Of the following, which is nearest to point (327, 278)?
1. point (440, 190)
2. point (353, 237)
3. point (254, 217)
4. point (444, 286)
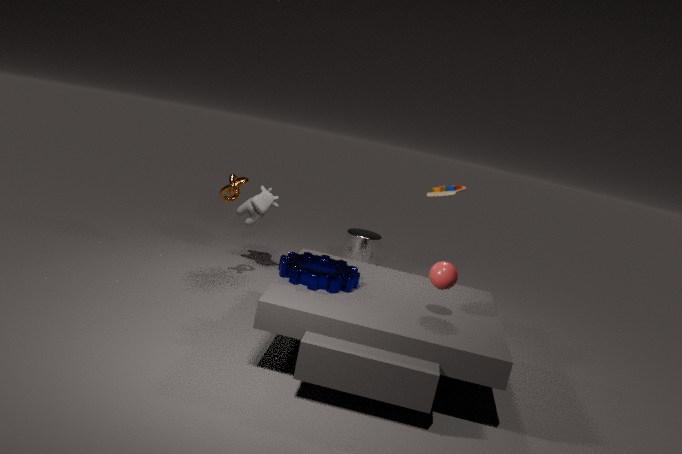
point (444, 286)
